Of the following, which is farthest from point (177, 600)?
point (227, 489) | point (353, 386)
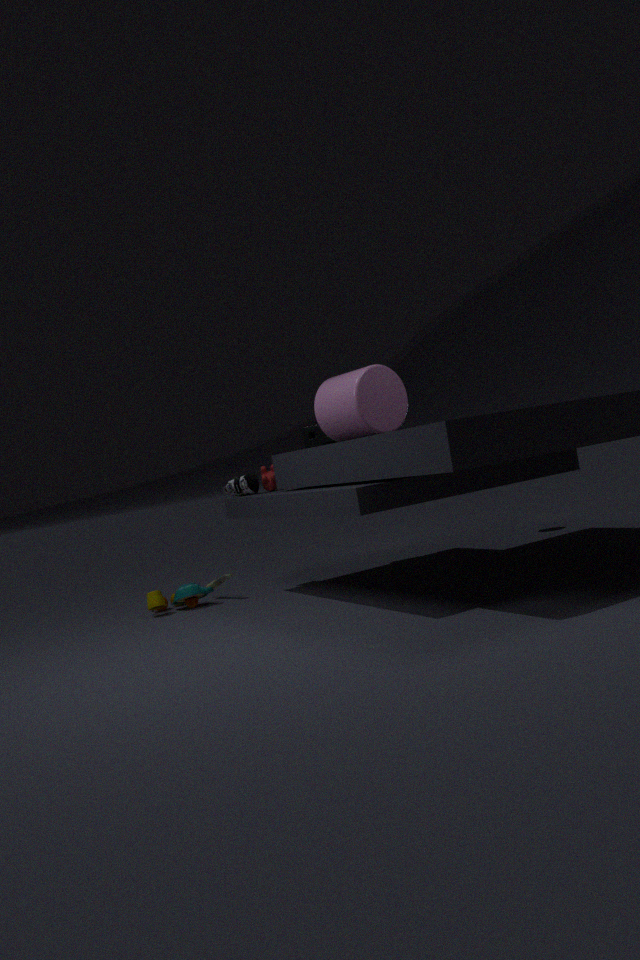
point (353, 386)
